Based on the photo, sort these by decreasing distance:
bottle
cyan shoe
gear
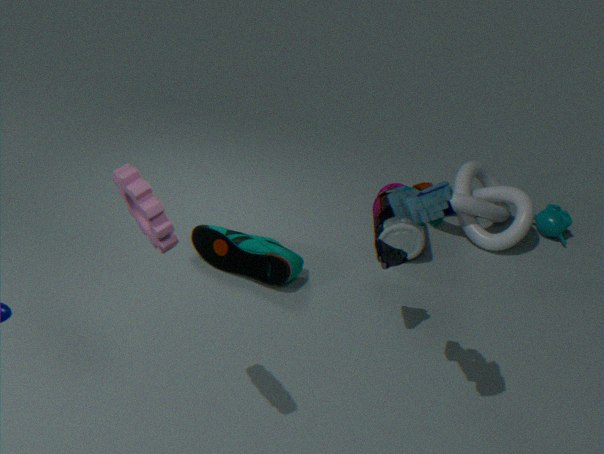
1. bottle
2. cyan shoe
3. gear
